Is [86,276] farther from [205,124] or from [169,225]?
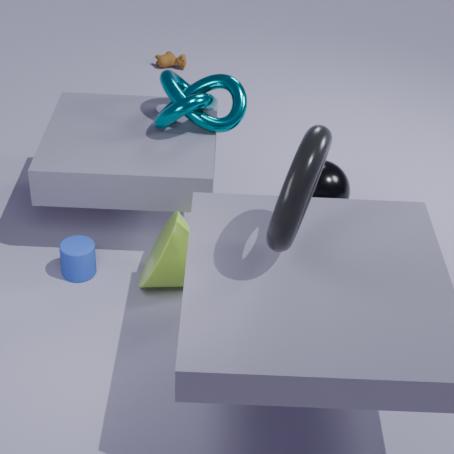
[205,124]
